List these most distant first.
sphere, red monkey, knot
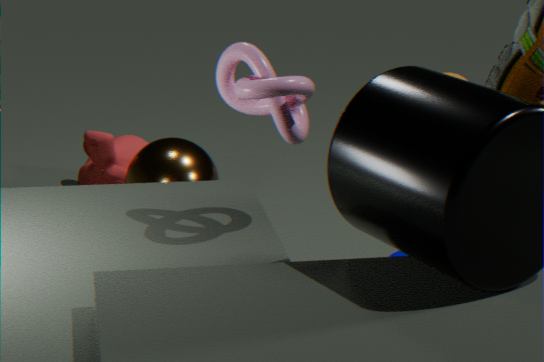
red monkey, sphere, knot
